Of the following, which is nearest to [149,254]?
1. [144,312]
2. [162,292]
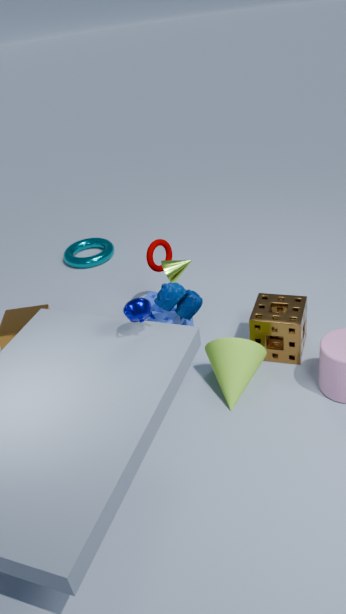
[162,292]
